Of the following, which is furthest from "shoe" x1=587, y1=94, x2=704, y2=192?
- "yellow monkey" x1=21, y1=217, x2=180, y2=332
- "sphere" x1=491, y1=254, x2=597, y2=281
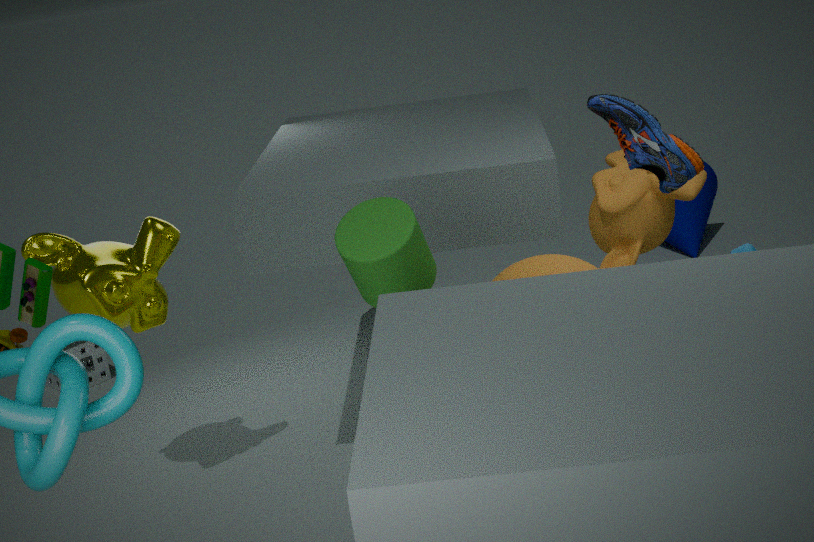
"yellow monkey" x1=21, y1=217, x2=180, y2=332
